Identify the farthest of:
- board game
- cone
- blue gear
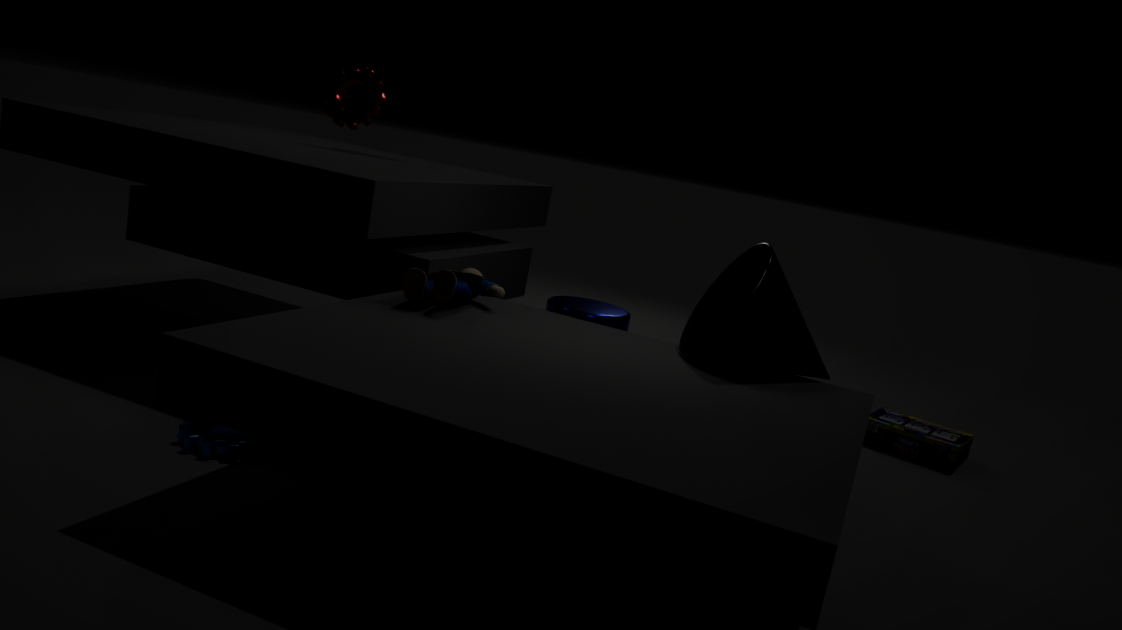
board game
